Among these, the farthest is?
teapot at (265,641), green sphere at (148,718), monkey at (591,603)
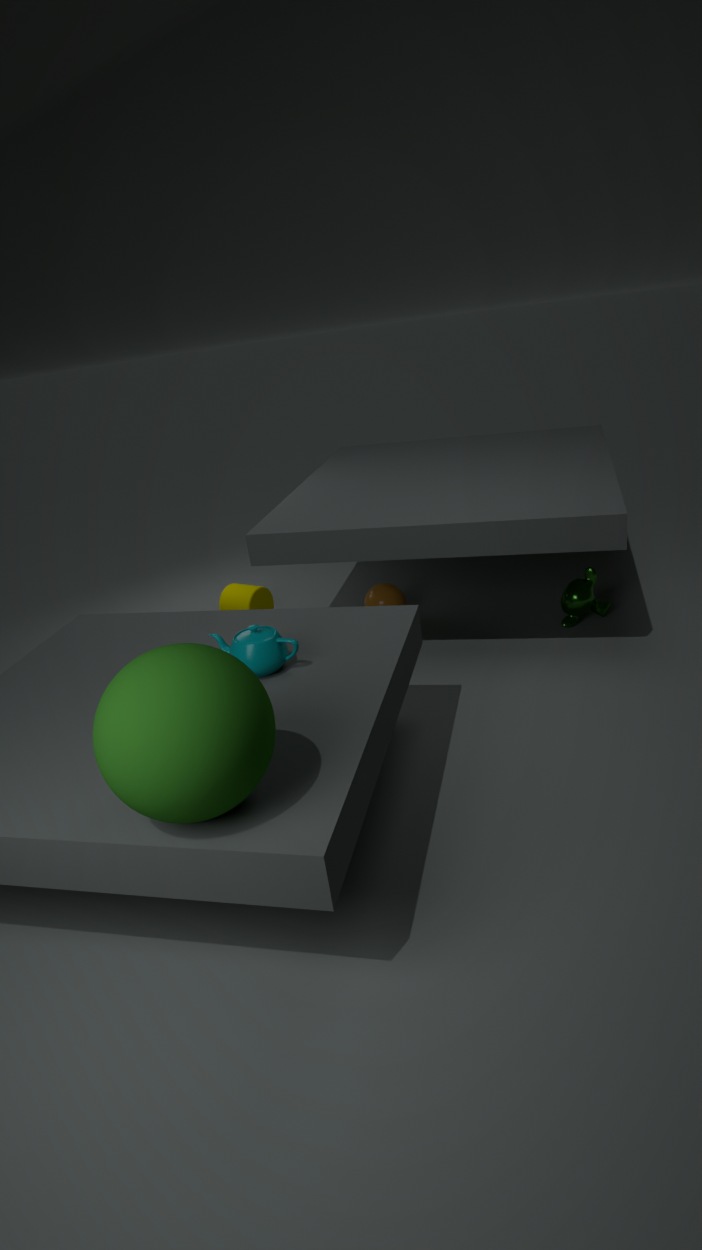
monkey at (591,603)
